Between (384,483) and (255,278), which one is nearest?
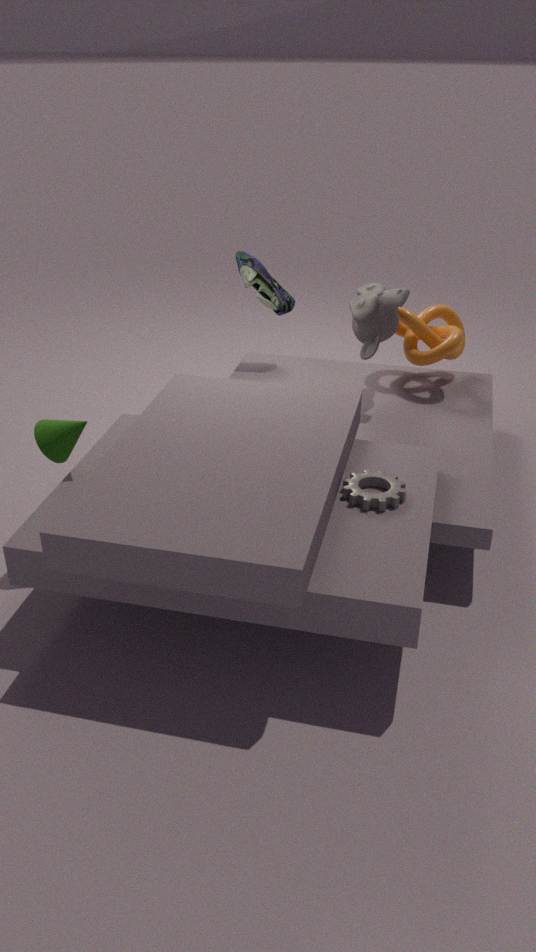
(384,483)
